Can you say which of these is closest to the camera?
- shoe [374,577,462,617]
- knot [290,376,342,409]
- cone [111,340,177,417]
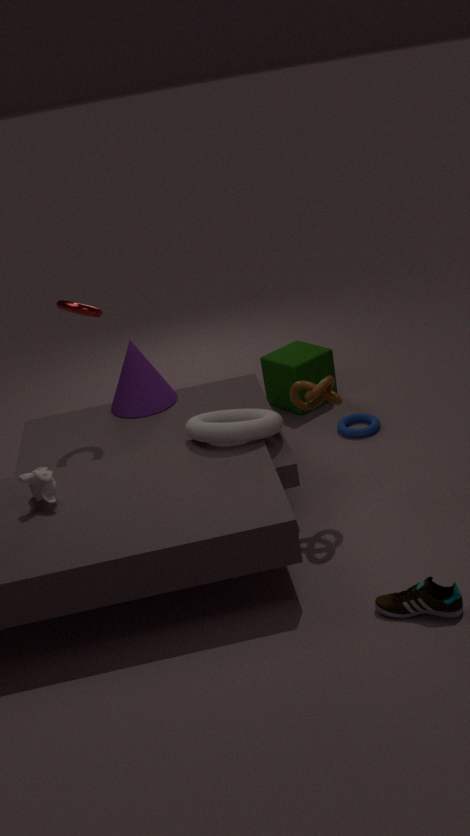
shoe [374,577,462,617]
